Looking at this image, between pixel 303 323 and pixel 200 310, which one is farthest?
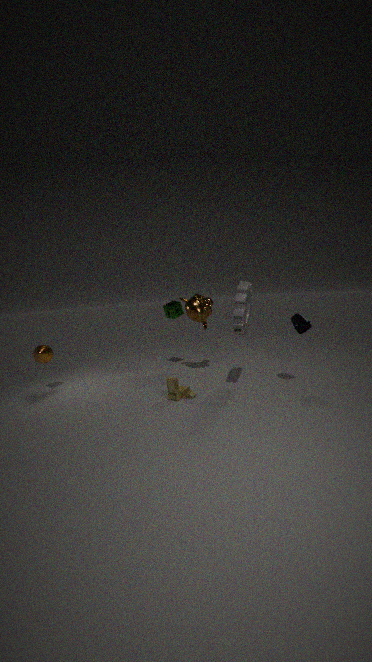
pixel 200 310
